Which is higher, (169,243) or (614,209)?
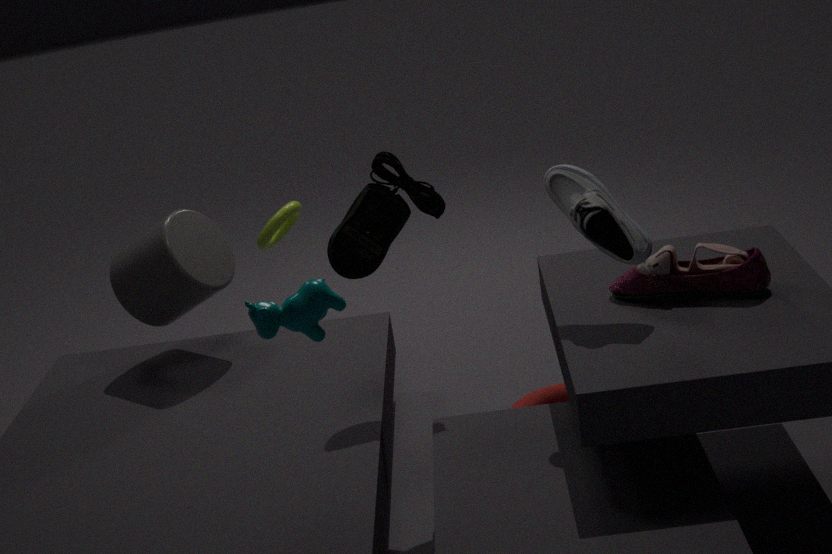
(614,209)
